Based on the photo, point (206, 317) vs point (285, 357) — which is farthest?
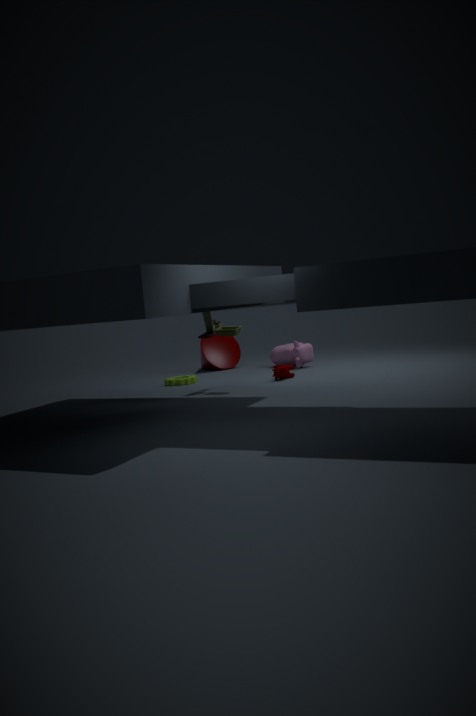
point (285, 357)
